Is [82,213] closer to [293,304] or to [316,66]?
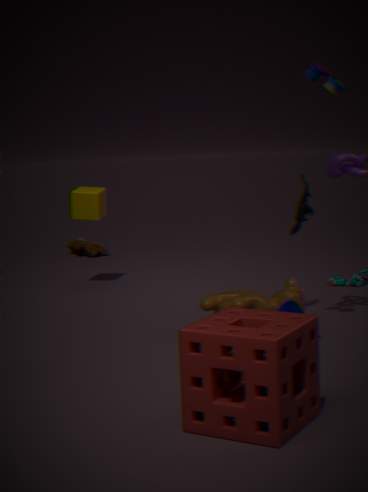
[293,304]
